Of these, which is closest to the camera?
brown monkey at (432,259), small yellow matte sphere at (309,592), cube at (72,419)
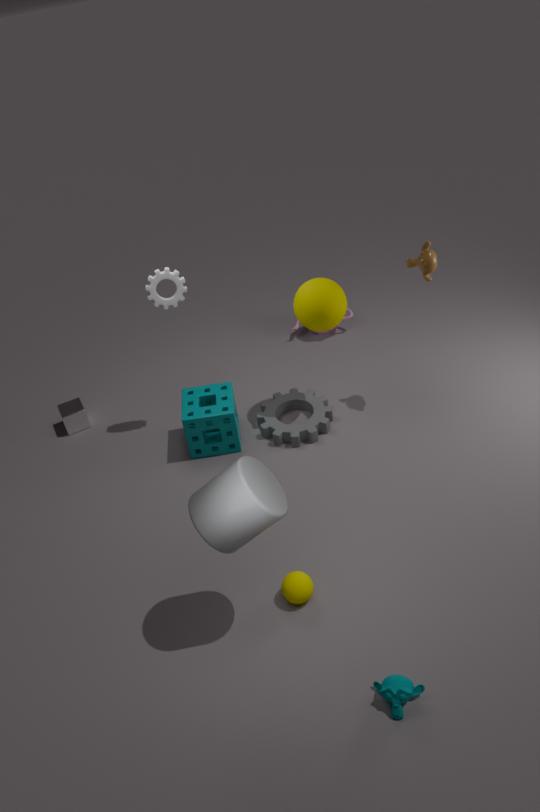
small yellow matte sphere at (309,592)
